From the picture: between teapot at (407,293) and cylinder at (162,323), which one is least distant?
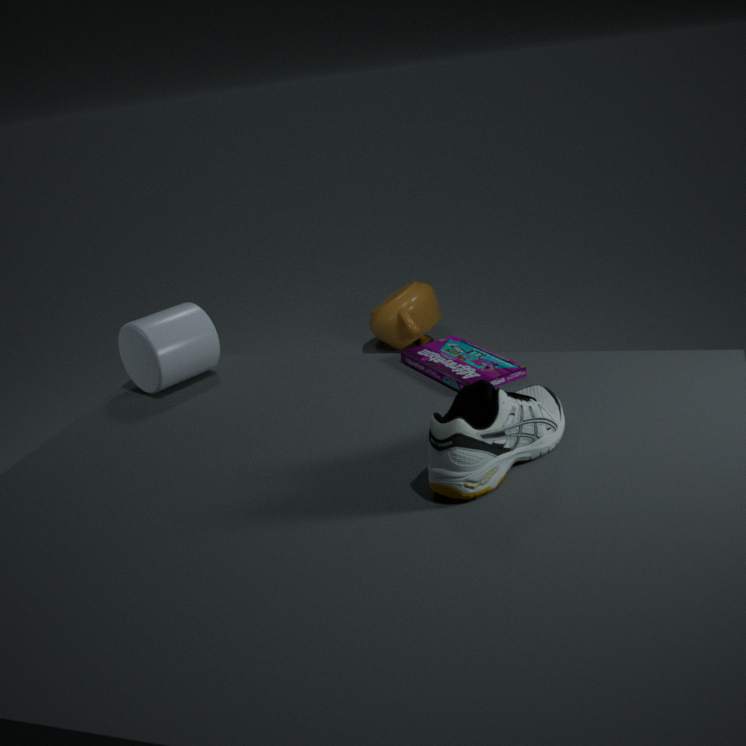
cylinder at (162,323)
